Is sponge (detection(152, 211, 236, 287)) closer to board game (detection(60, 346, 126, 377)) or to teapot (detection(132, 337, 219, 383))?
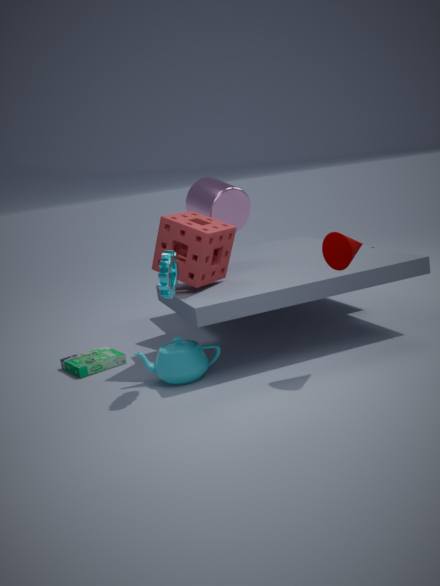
teapot (detection(132, 337, 219, 383))
